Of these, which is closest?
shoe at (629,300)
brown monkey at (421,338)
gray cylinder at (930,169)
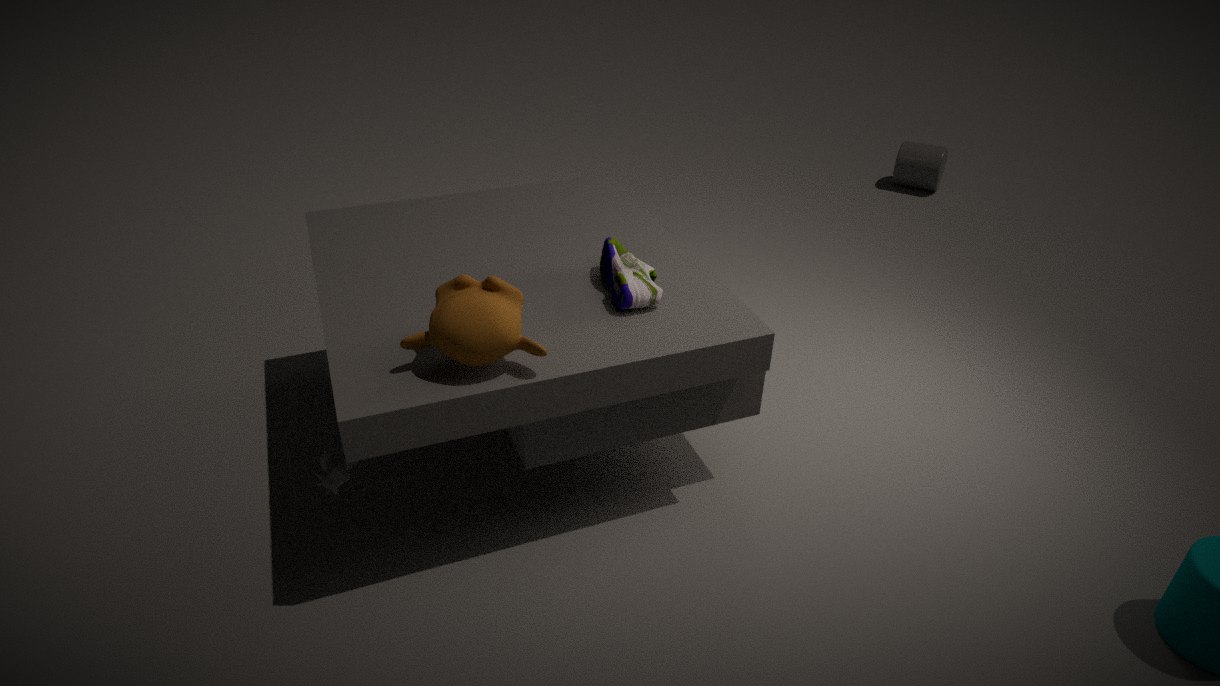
A: brown monkey at (421,338)
